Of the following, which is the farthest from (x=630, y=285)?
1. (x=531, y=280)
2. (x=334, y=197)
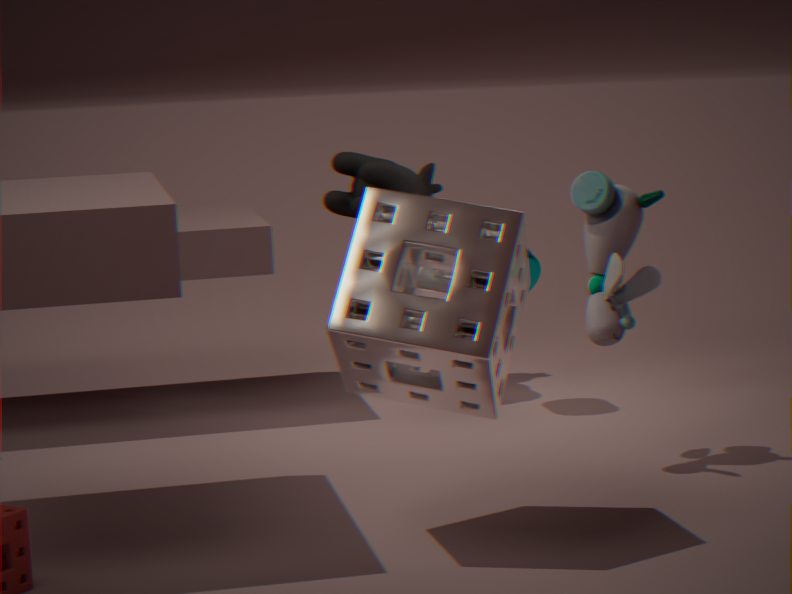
(x=334, y=197)
